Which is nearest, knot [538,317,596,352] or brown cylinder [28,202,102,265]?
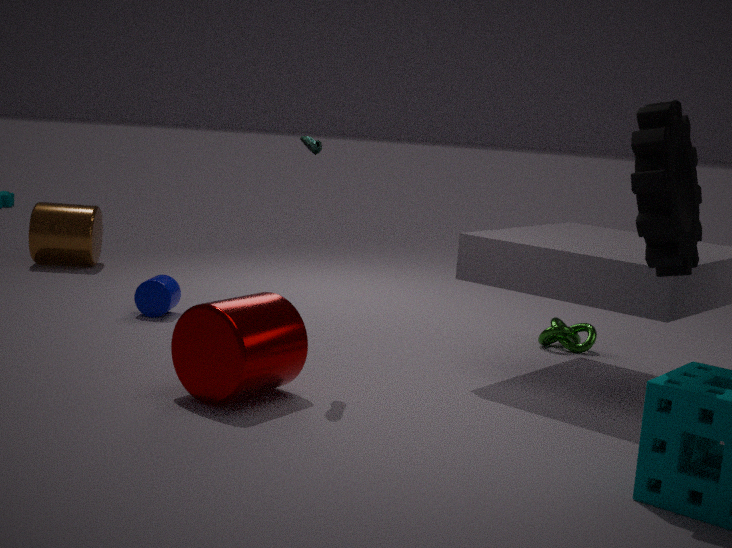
knot [538,317,596,352]
